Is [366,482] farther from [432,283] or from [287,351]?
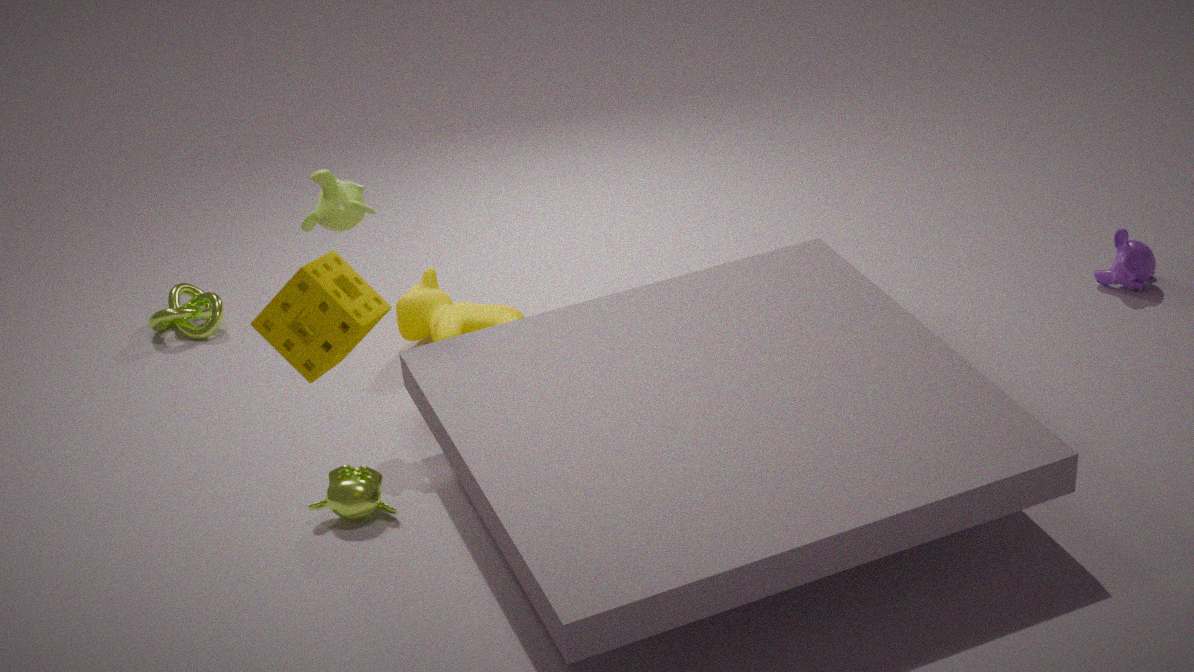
[287,351]
